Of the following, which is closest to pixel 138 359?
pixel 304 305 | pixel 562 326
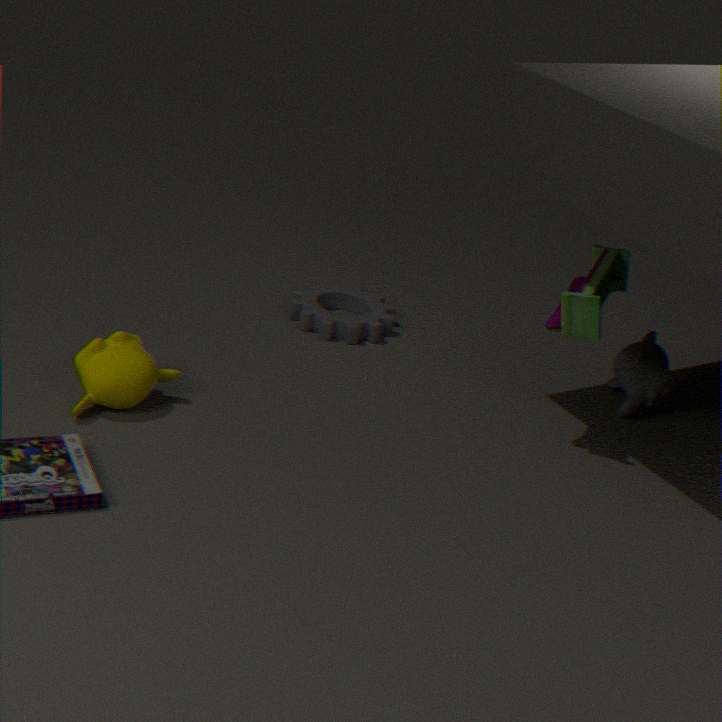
pixel 304 305
